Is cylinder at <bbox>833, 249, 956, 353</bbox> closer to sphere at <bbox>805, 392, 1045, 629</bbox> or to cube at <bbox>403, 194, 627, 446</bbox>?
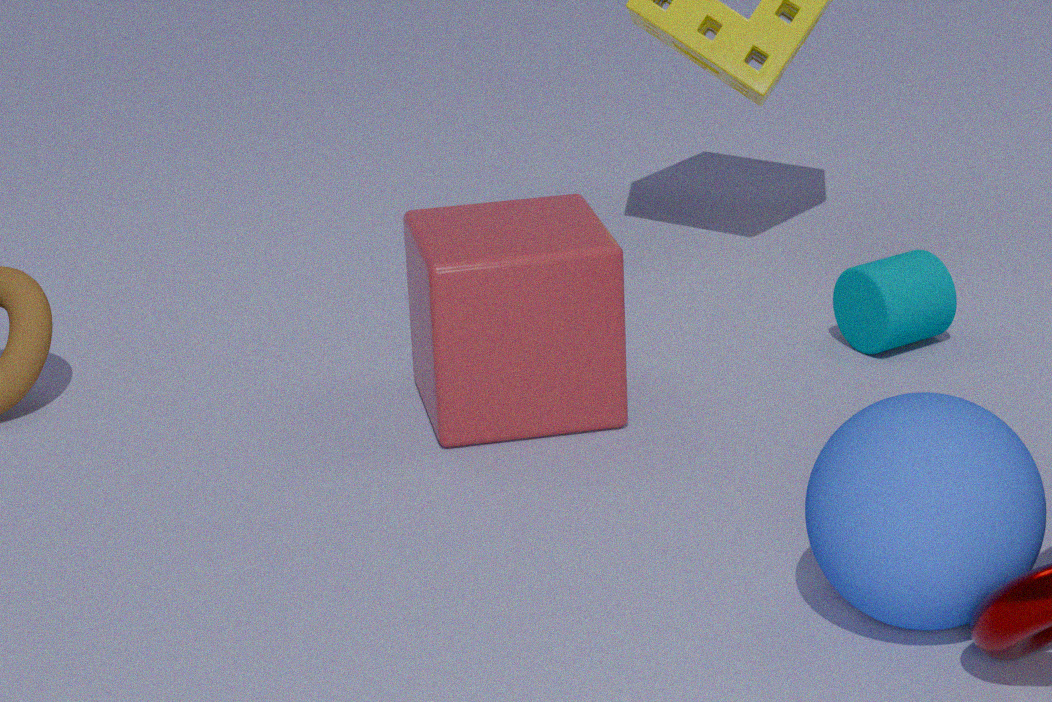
cube at <bbox>403, 194, 627, 446</bbox>
